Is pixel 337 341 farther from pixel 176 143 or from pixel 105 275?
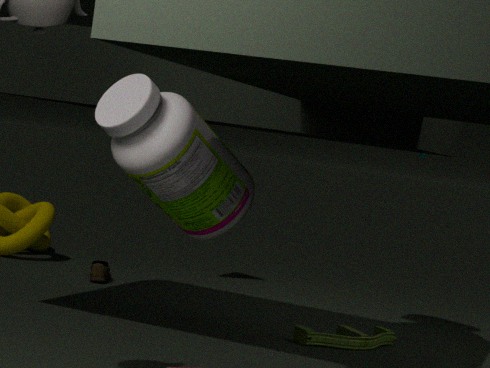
pixel 176 143
